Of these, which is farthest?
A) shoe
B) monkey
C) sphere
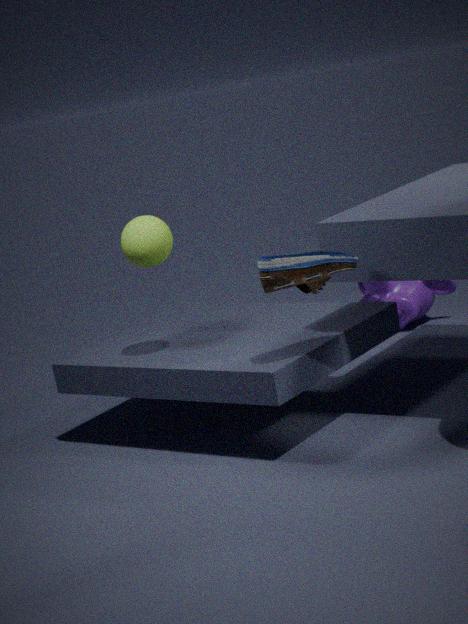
monkey
